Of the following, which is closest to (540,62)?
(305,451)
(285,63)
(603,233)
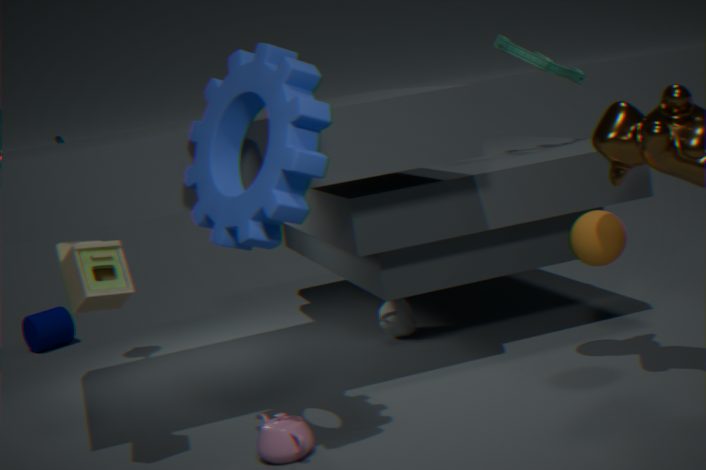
(603,233)
